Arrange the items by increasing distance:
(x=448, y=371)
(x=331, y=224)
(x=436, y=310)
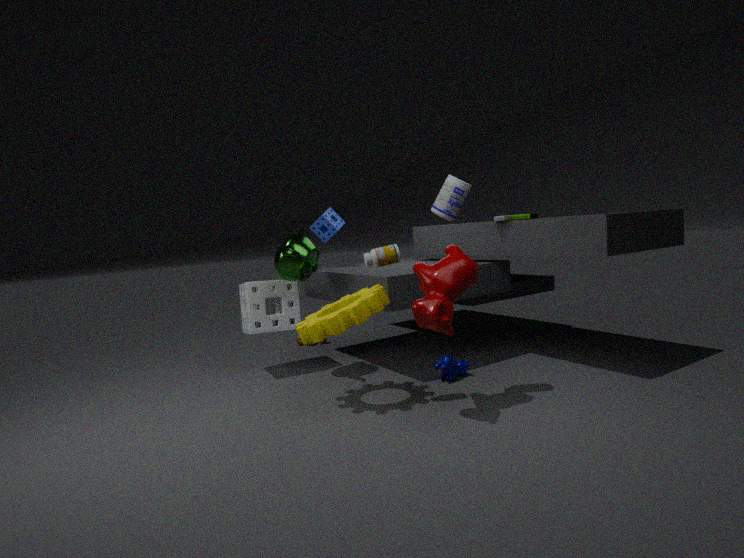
(x=436, y=310) < (x=448, y=371) < (x=331, y=224)
